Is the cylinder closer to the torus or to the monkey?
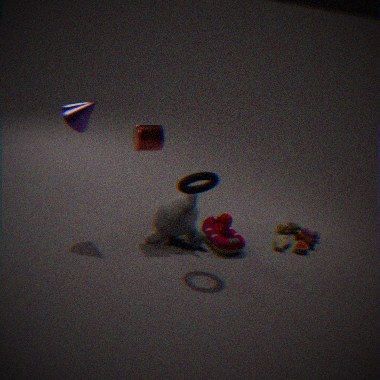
the monkey
